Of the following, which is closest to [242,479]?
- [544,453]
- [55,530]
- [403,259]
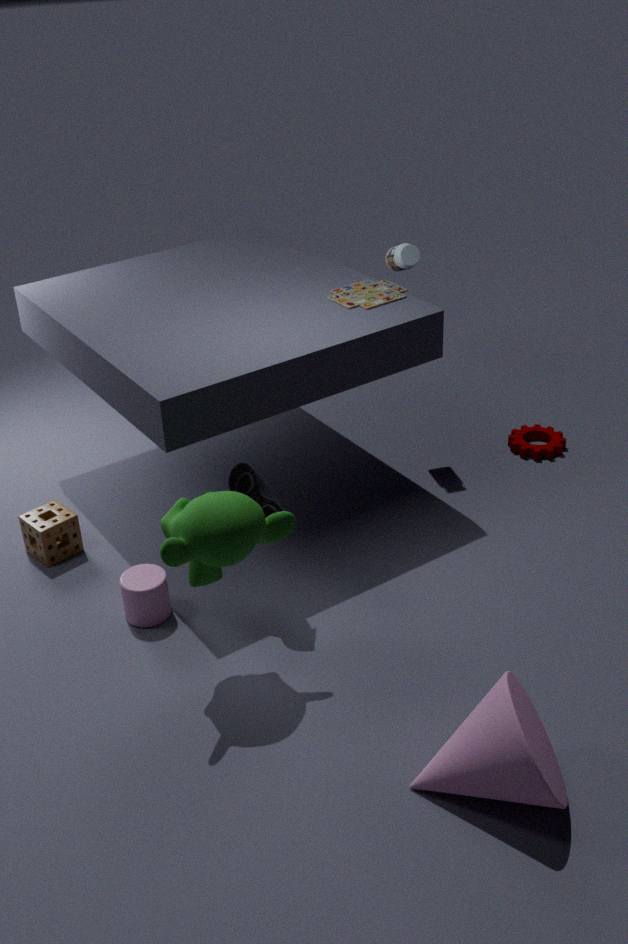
[55,530]
